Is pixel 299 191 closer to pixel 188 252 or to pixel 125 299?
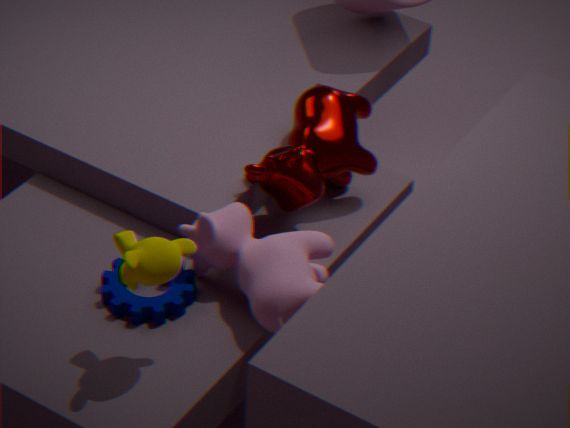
pixel 125 299
